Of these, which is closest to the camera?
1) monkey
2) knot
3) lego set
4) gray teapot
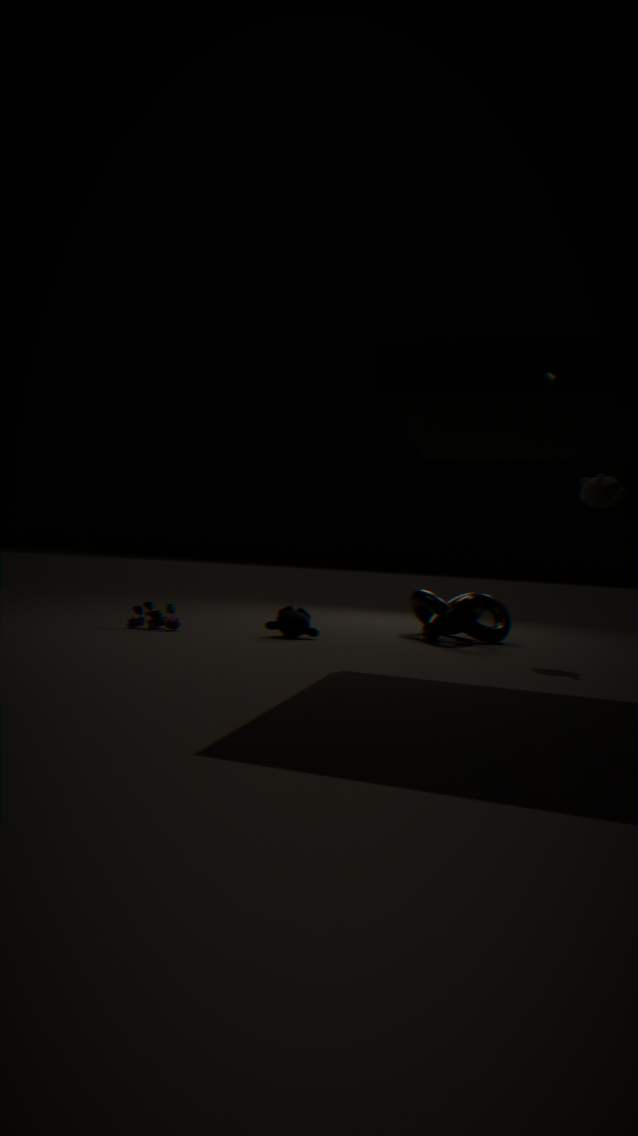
4. gray teapot
